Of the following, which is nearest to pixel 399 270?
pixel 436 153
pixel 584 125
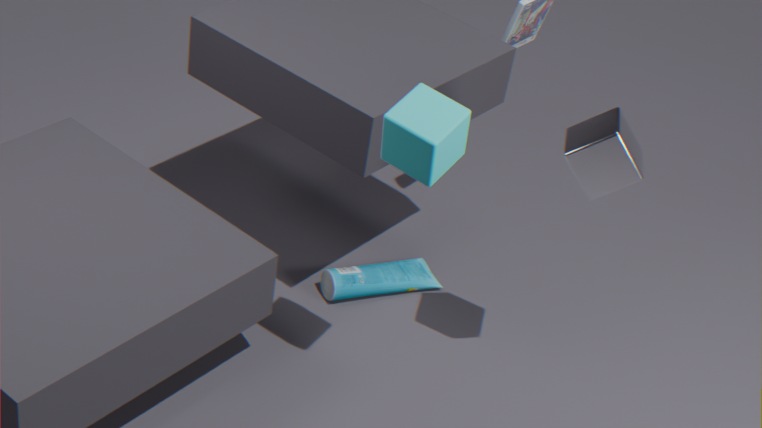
pixel 584 125
